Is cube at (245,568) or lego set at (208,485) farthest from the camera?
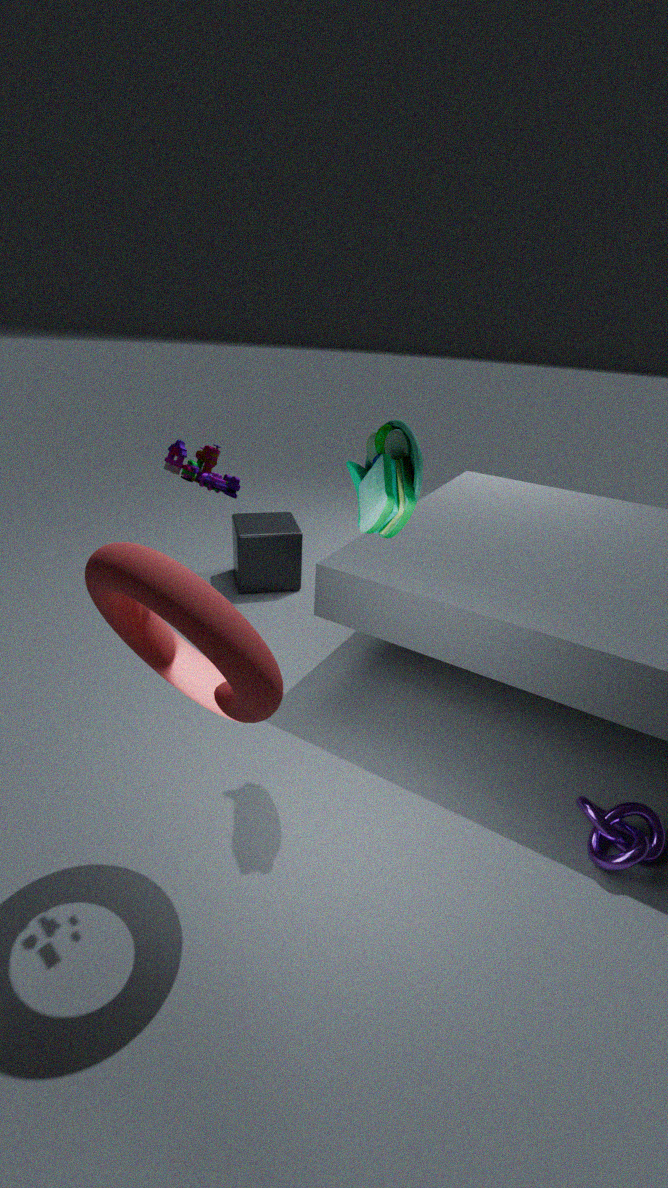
cube at (245,568)
